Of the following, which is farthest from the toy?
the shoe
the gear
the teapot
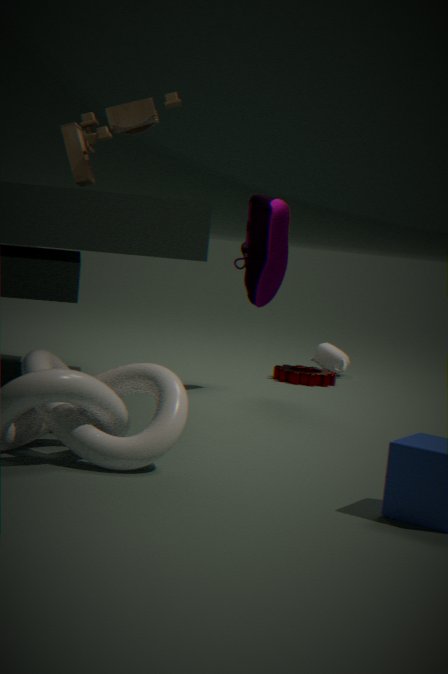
the teapot
